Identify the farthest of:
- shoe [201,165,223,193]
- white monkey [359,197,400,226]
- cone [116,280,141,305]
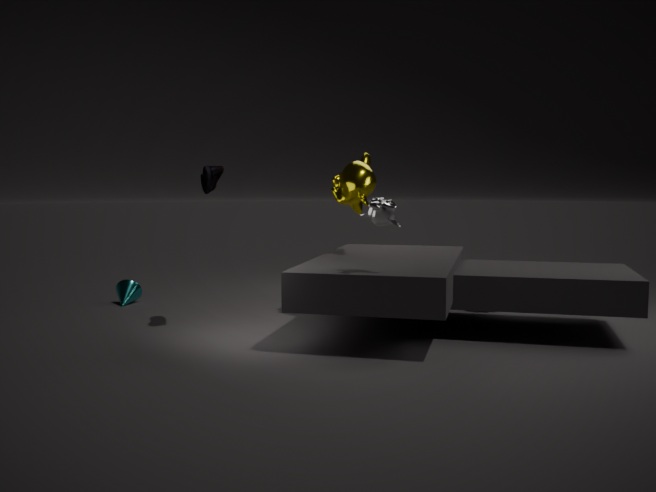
cone [116,280,141,305]
